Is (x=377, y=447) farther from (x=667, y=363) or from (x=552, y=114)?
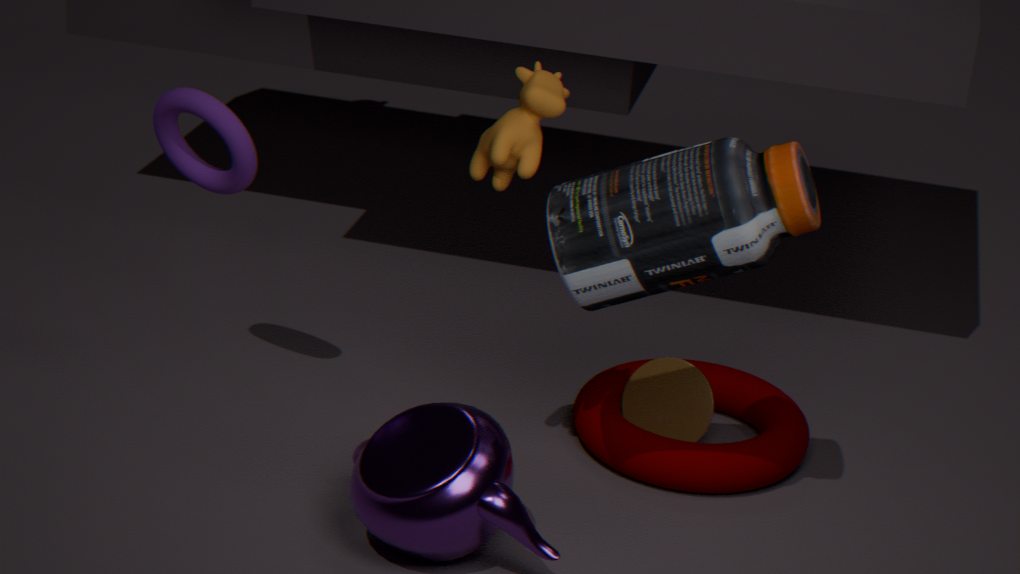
(x=667, y=363)
